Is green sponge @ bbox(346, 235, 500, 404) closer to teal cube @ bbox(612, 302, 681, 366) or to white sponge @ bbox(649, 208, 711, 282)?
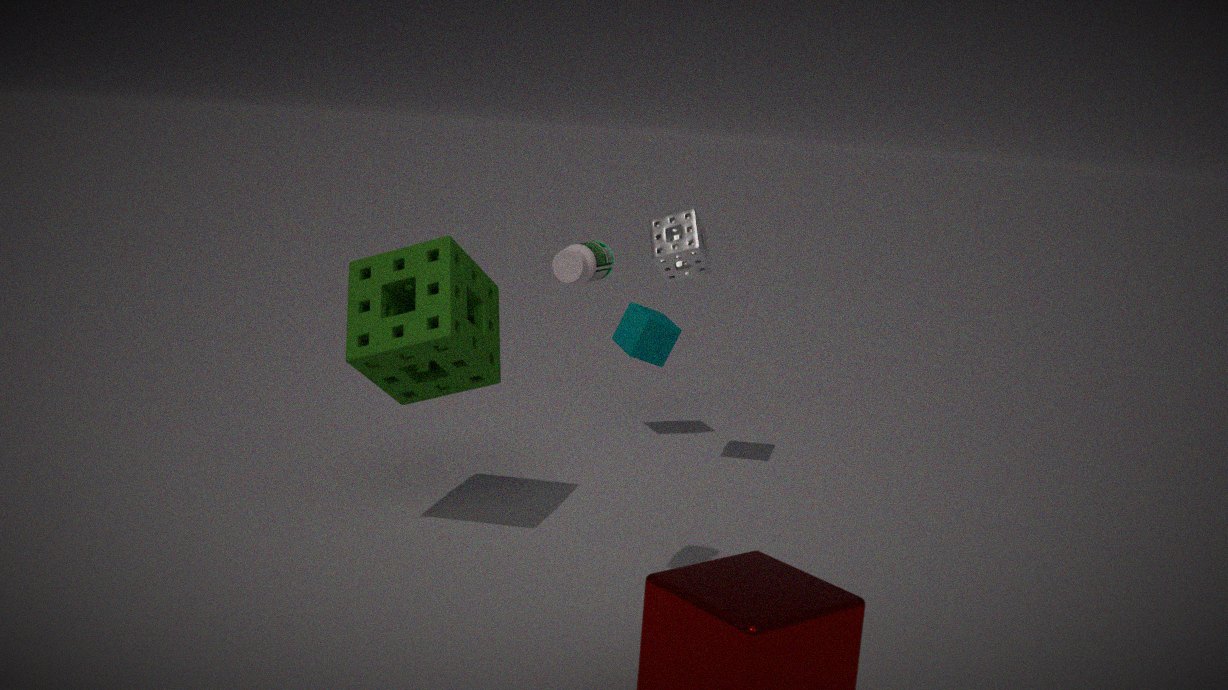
white sponge @ bbox(649, 208, 711, 282)
